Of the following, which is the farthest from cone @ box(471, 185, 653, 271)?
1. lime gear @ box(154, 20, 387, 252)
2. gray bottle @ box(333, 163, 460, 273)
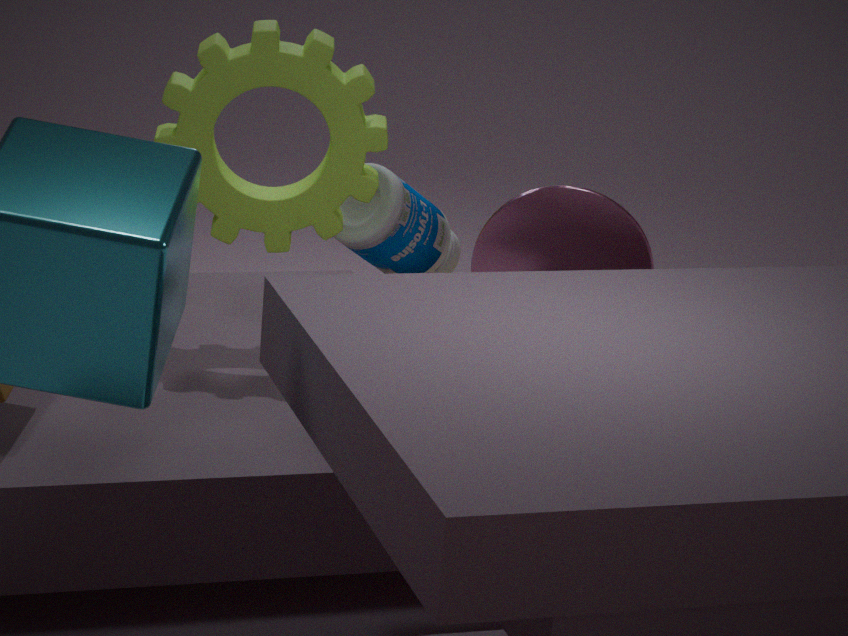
gray bottle @ box(333, 163, 460, 273)
